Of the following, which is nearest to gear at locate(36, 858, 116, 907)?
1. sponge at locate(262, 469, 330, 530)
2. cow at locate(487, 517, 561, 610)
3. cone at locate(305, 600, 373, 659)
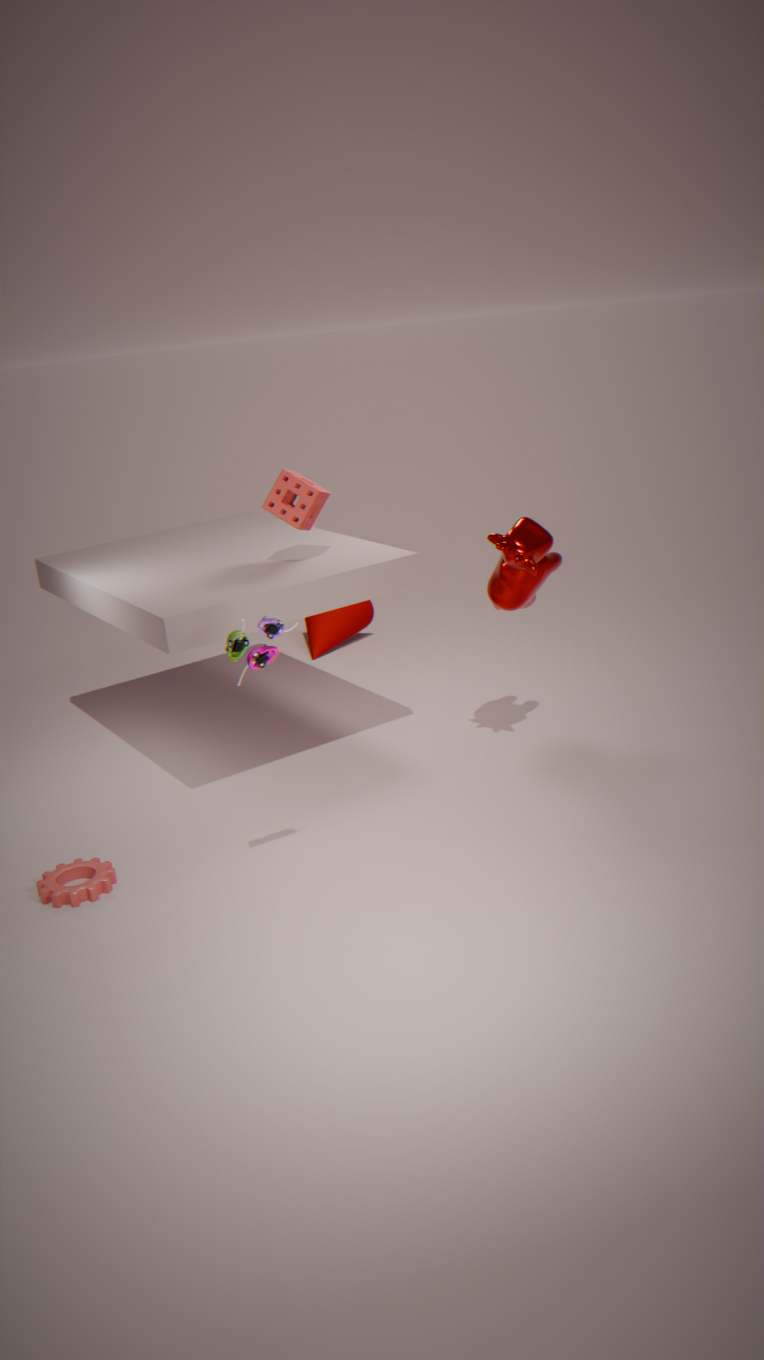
sponge at locate(262, 469, 330, 530)
